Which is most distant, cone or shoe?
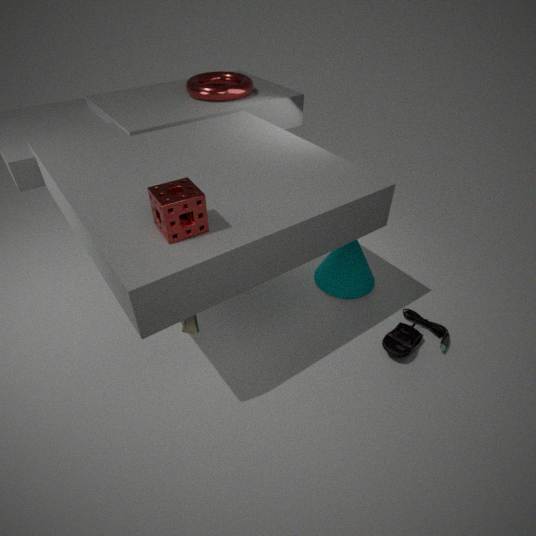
cone
